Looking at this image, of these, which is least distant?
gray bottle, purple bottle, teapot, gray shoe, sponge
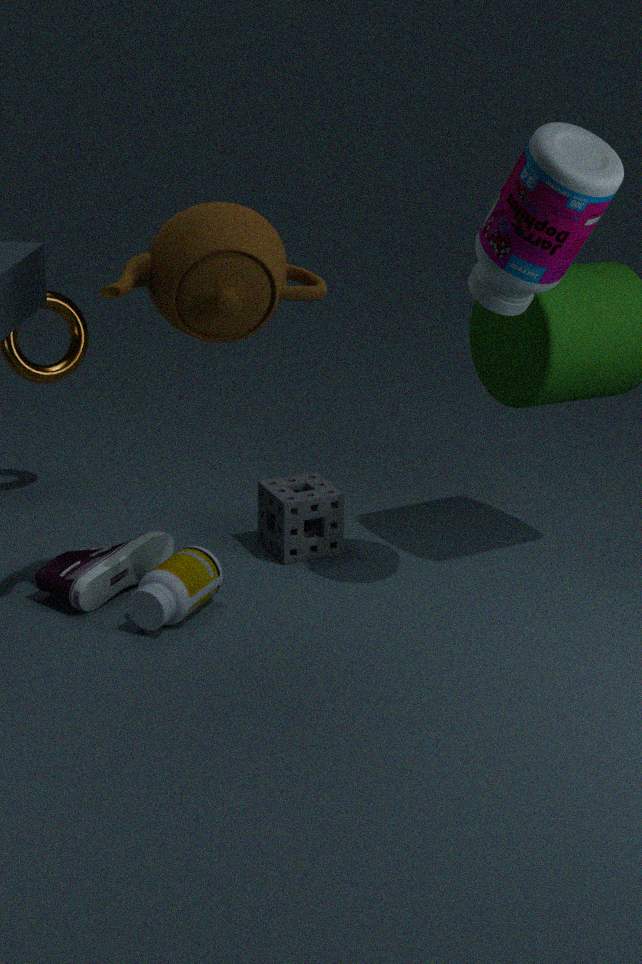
purple bottle
